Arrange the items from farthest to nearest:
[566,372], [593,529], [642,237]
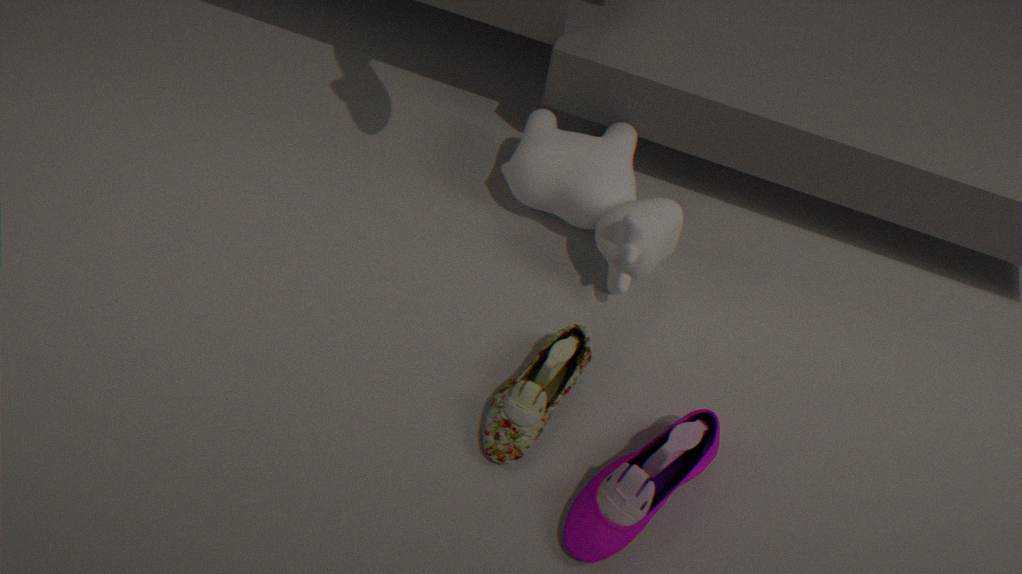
[642,237] < [566,372] < [593,529]
